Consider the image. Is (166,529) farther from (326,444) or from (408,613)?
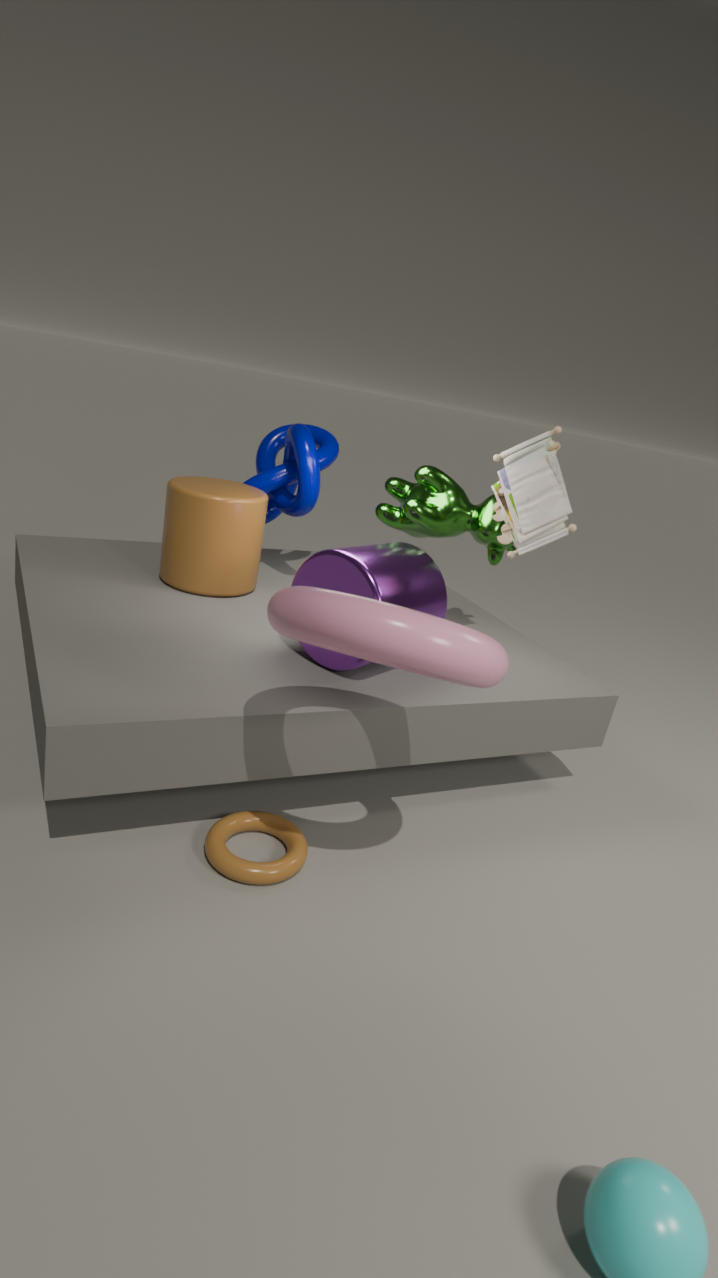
(408,613)
